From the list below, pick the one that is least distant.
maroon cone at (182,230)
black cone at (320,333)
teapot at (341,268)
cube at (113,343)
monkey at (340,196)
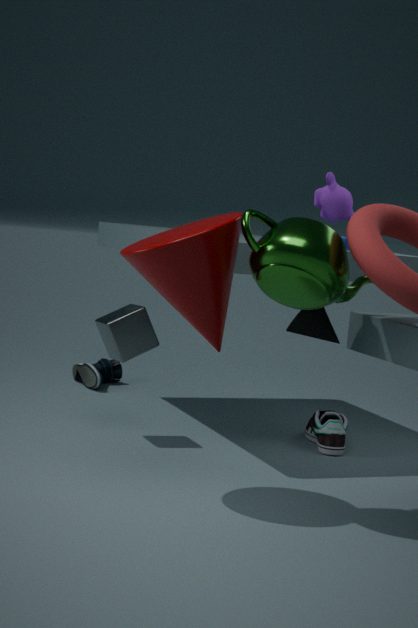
teapot at (341,268)
